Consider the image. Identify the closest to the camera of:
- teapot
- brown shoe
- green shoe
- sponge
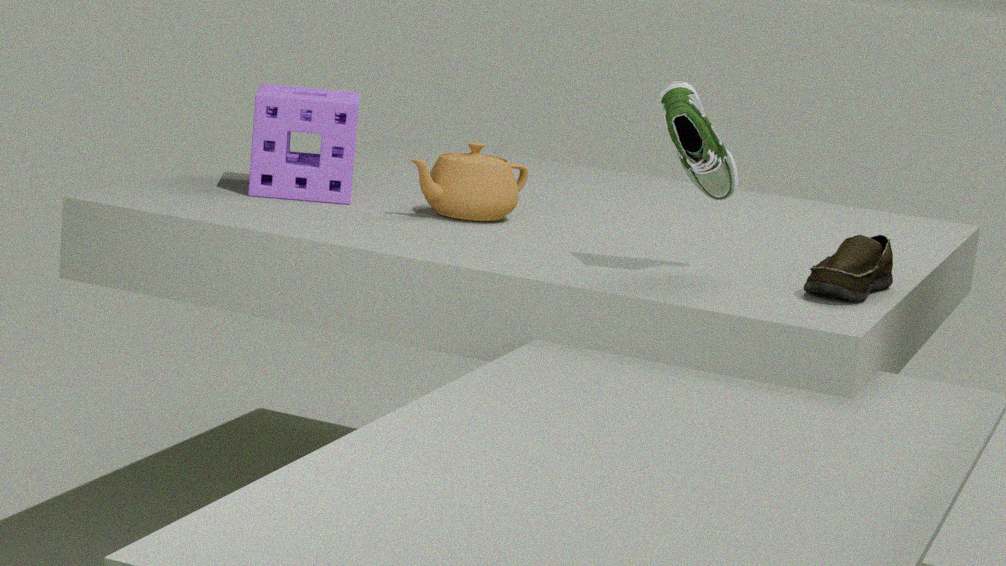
green shoe
